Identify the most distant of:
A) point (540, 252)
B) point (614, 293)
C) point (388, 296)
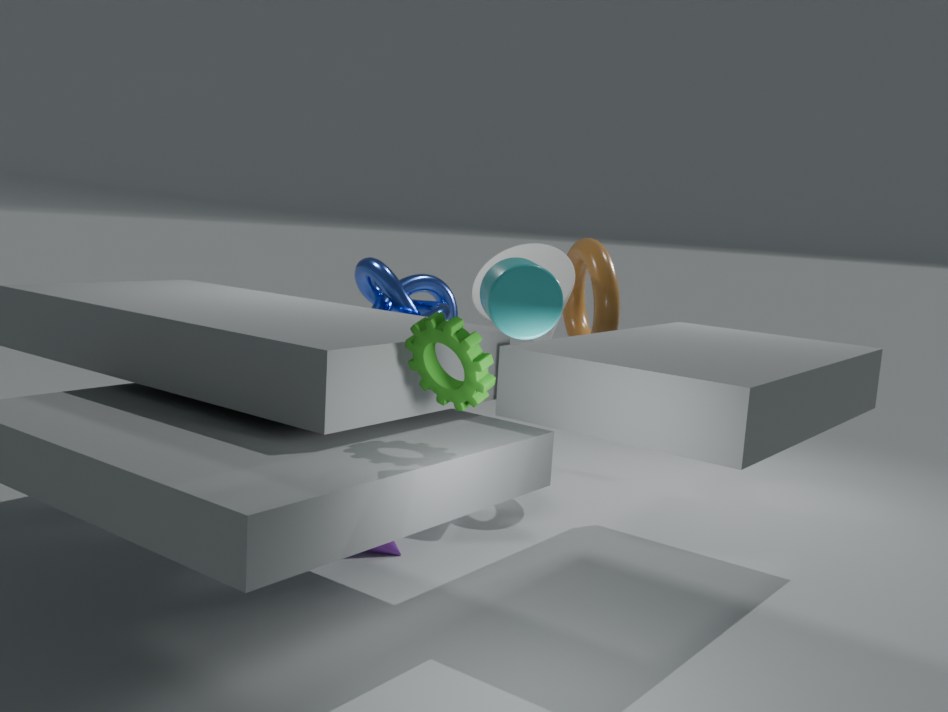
point (388, 296)
